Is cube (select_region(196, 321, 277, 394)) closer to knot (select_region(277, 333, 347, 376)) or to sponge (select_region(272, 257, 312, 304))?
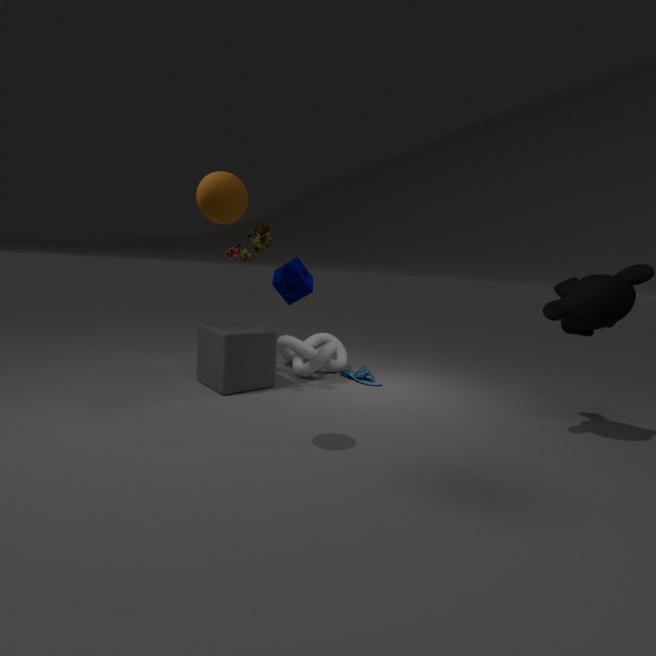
sponge (select_region(272, 257, 312, 304))
